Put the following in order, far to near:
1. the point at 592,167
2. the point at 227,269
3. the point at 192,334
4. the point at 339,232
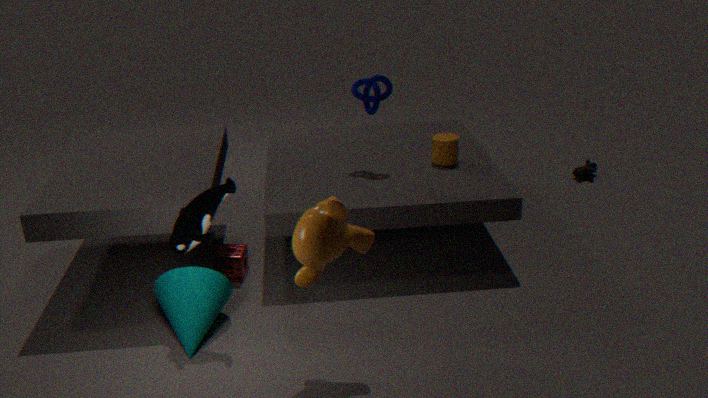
the point at 592,167 < the point at 227,269 < the point at 192,334 < the point at 339,232
